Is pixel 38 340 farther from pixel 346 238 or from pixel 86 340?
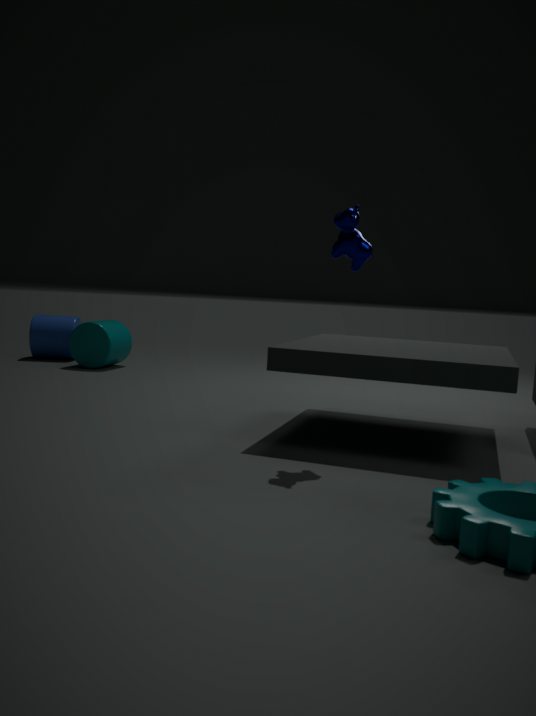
pixel 346 238
